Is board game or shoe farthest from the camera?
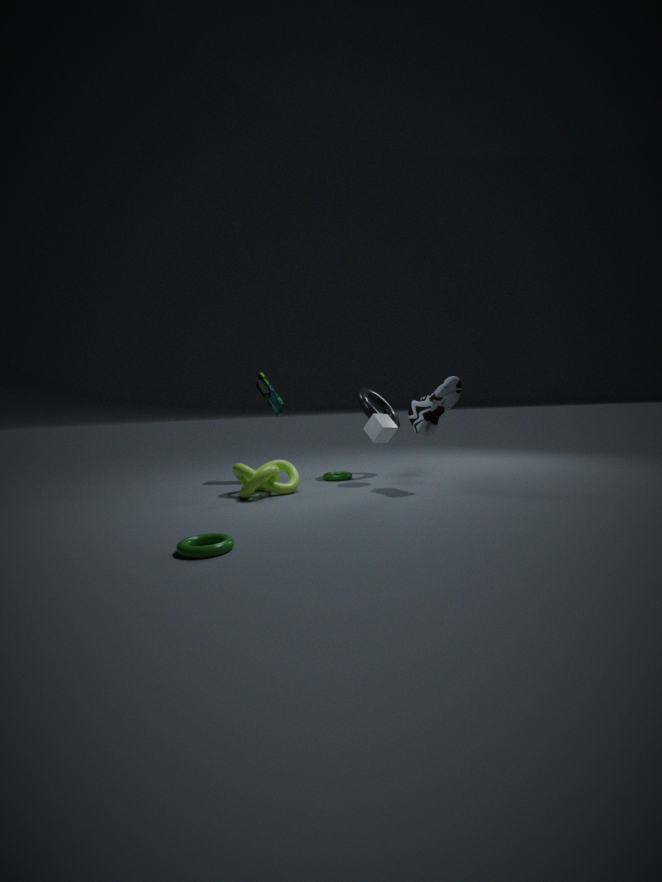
board game
